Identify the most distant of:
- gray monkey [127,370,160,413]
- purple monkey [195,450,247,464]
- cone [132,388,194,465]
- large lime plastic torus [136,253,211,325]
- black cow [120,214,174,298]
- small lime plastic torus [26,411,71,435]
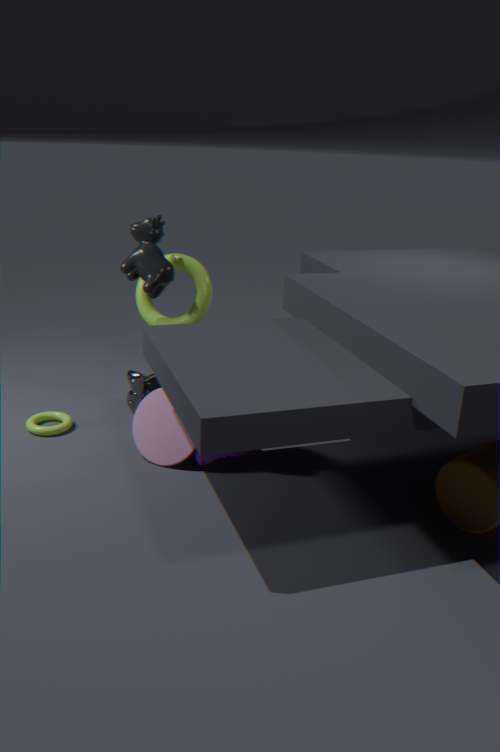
large lime plastic torus [136,253,211,325]
